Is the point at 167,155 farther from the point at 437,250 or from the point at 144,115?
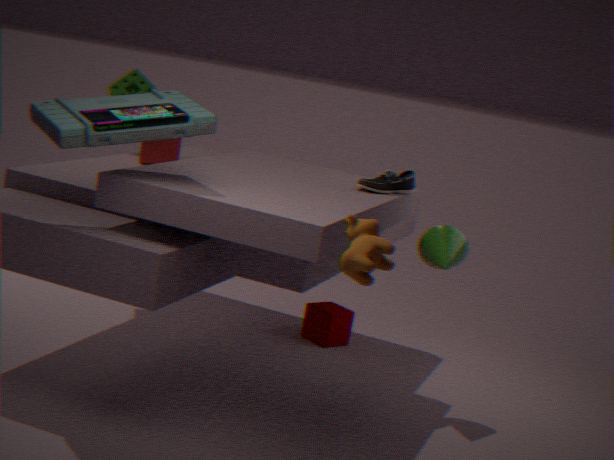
the point at 437,250
